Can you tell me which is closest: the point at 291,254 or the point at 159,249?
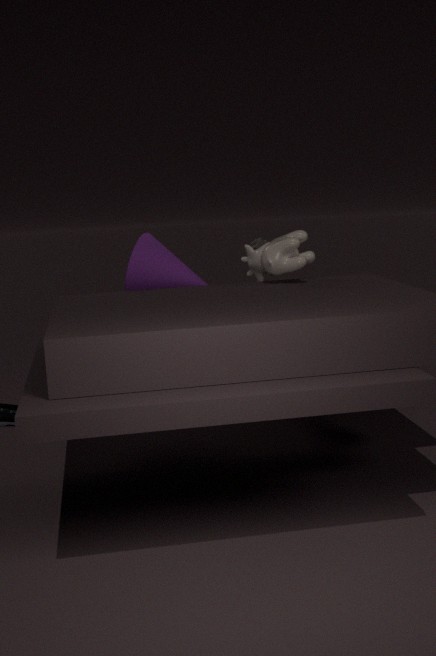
the point at 291,254
